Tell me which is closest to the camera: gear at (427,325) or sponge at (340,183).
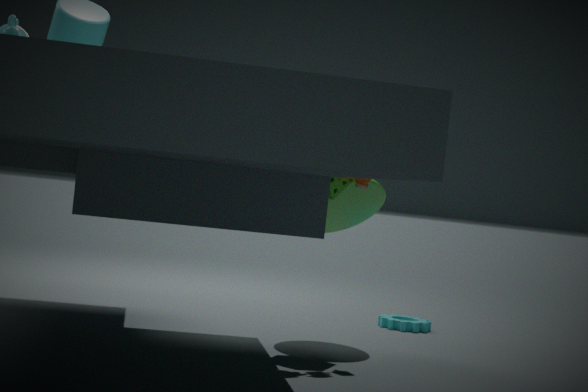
sponge at (340,183)
